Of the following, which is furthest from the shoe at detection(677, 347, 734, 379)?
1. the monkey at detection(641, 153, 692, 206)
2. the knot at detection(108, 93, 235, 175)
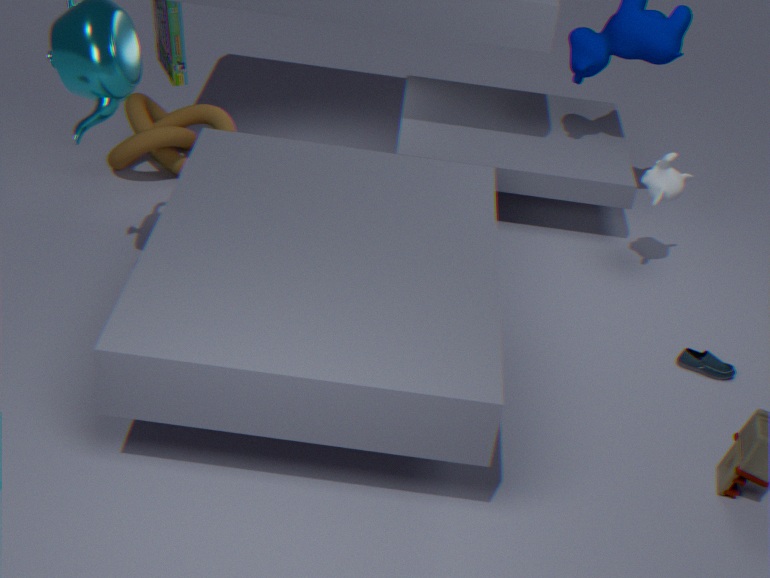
the knot at detection(108, 93, 235, 175)
